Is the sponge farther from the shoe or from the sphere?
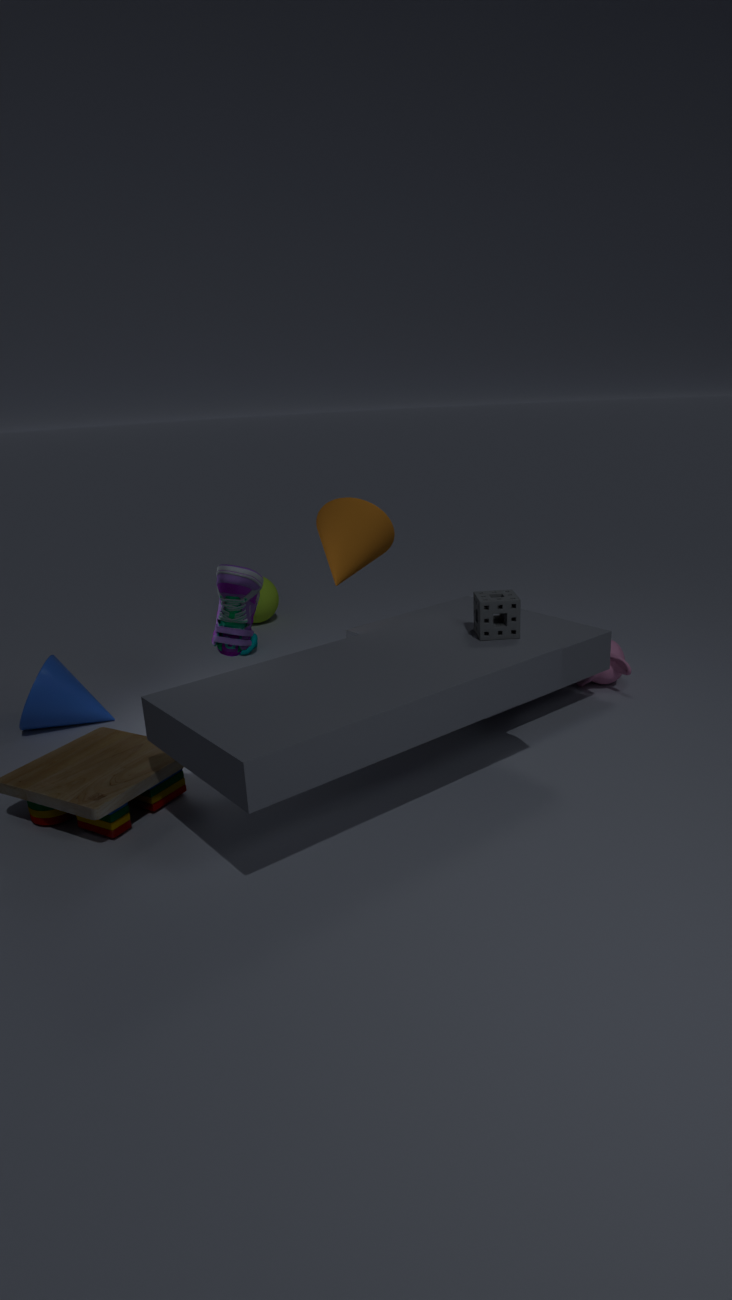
the sphere
